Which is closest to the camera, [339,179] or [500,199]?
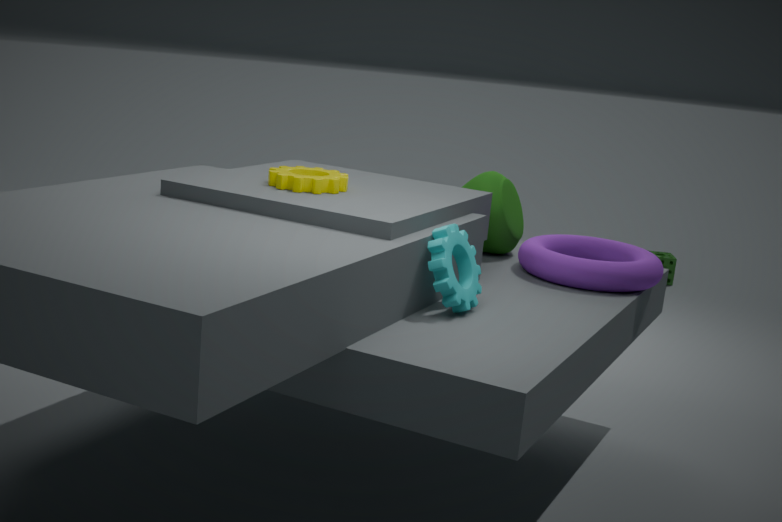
[339,179]
